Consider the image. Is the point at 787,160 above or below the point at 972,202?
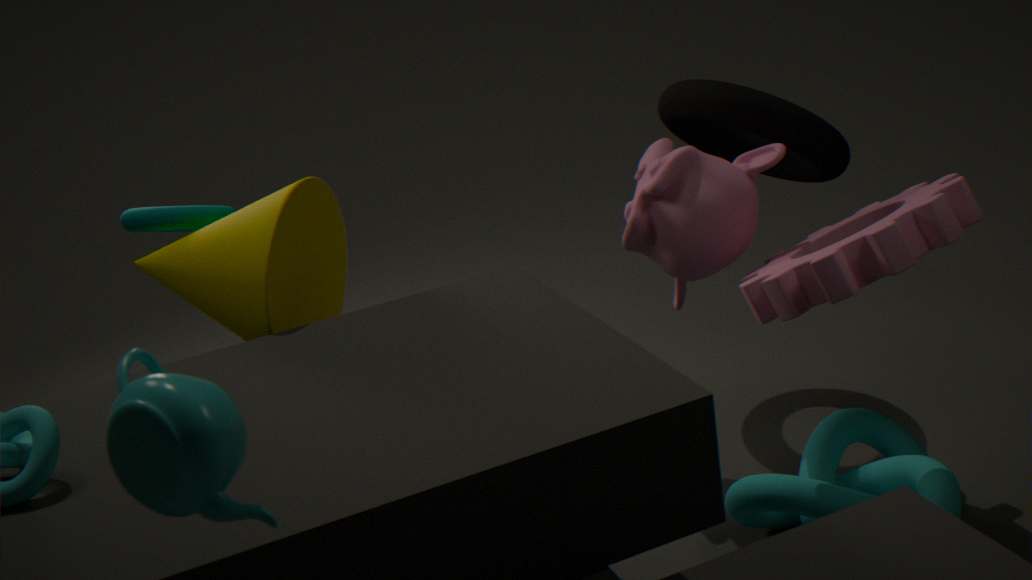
above
